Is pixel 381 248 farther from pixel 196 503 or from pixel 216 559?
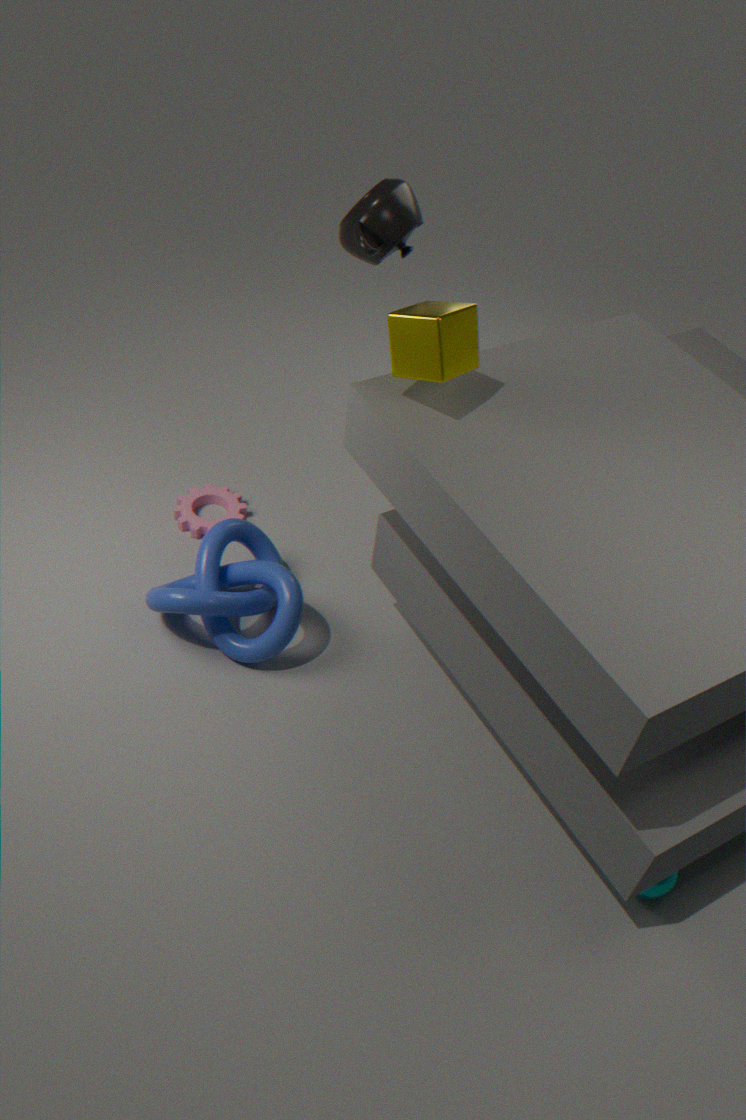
pixel 216 559
